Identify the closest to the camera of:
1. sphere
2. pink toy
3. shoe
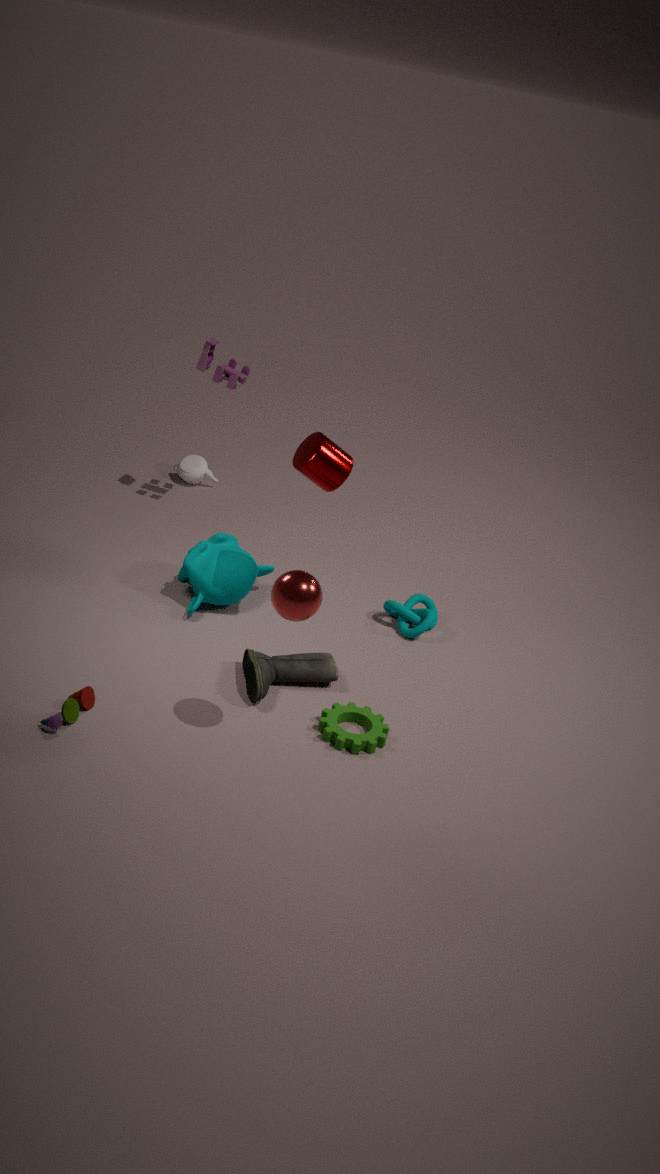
sphere
